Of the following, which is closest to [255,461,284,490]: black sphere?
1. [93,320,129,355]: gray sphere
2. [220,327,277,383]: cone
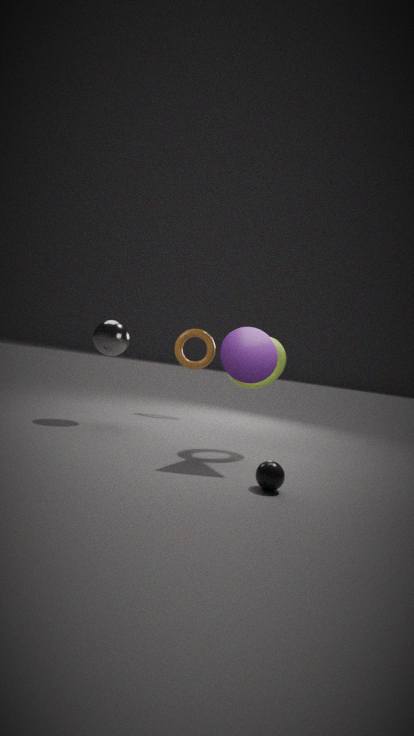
[220,327,277,383]: cone
